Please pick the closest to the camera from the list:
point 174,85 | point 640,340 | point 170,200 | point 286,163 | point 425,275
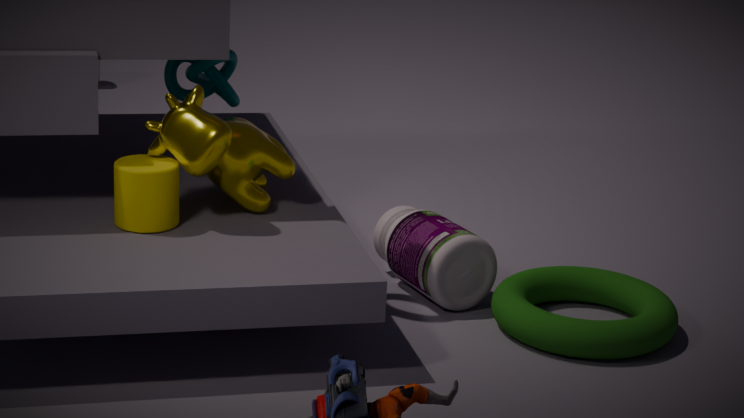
point 640,340
